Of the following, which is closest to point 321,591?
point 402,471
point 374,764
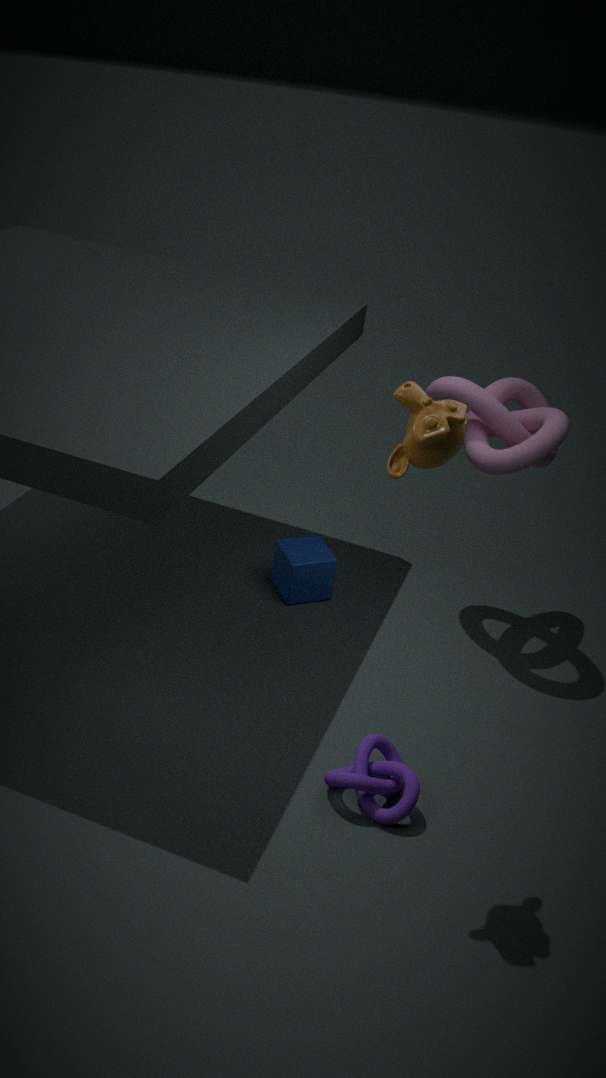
point 374,764
